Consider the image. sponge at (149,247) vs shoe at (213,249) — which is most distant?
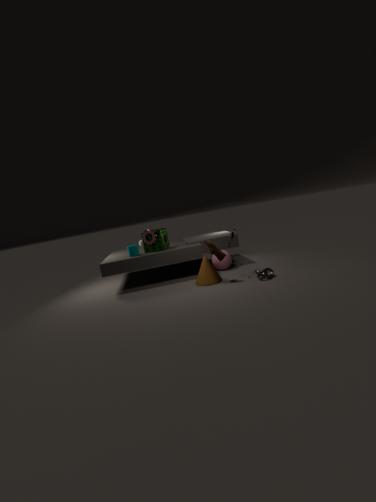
sponge at (149,247)
